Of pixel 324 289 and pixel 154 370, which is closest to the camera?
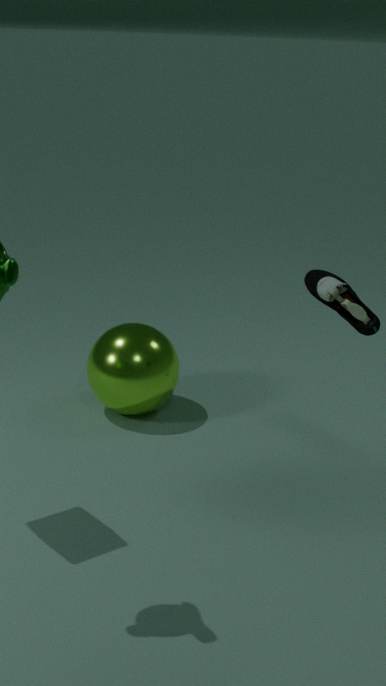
pixel 324 289
